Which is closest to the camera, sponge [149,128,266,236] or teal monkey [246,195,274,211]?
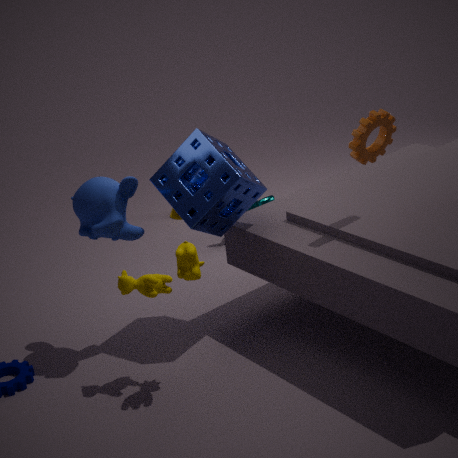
sponge [149,128,266,236]
